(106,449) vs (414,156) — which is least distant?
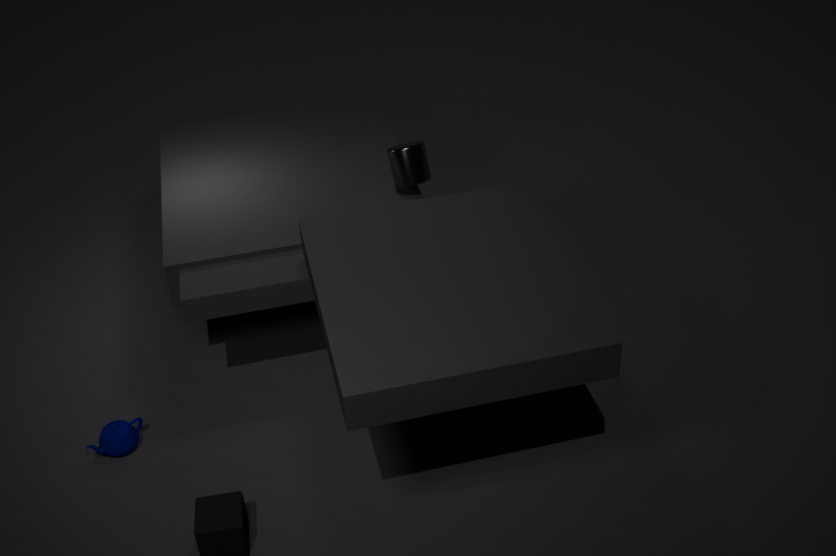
(106,449)
